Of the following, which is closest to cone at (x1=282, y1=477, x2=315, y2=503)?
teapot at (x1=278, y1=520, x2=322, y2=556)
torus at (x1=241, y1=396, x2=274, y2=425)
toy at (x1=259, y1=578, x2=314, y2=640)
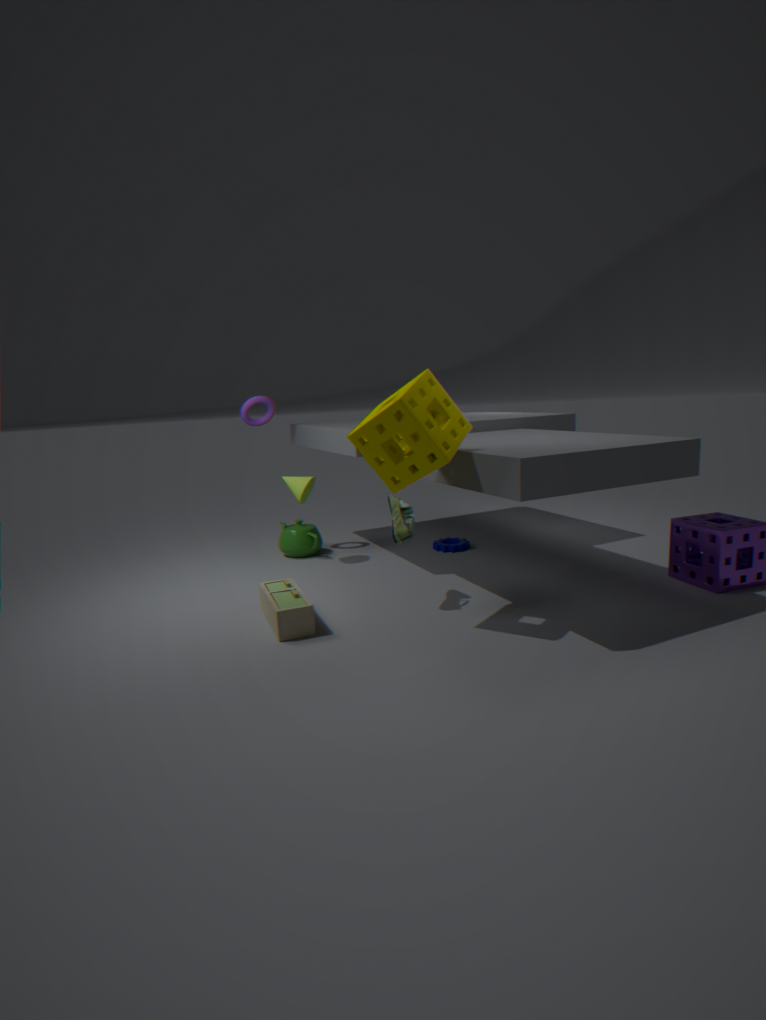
teapot at (x1=278, y1=520, x2=322, y2=556)
